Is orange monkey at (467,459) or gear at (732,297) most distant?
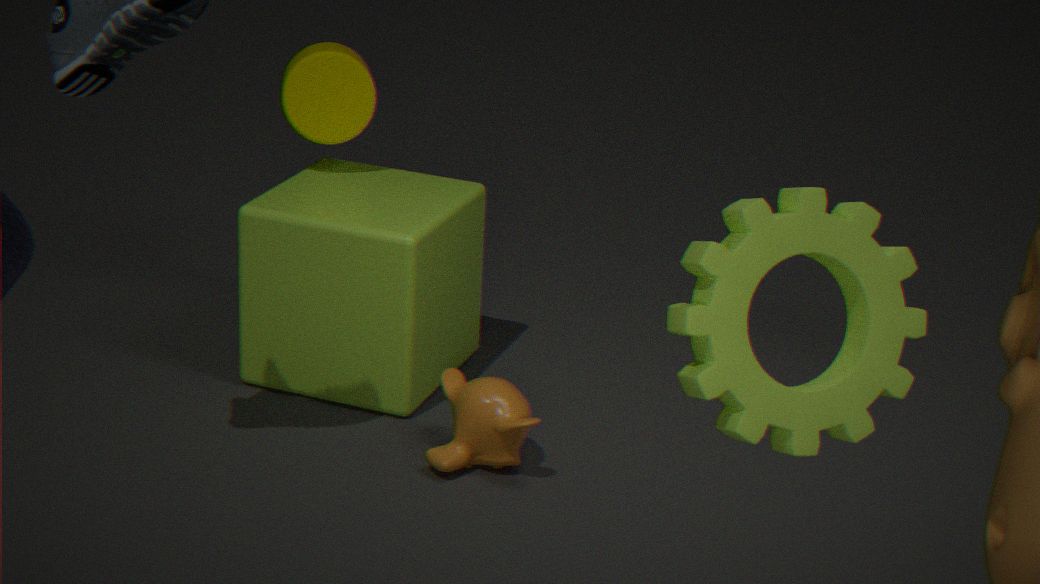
orange monkey at (467,459)
